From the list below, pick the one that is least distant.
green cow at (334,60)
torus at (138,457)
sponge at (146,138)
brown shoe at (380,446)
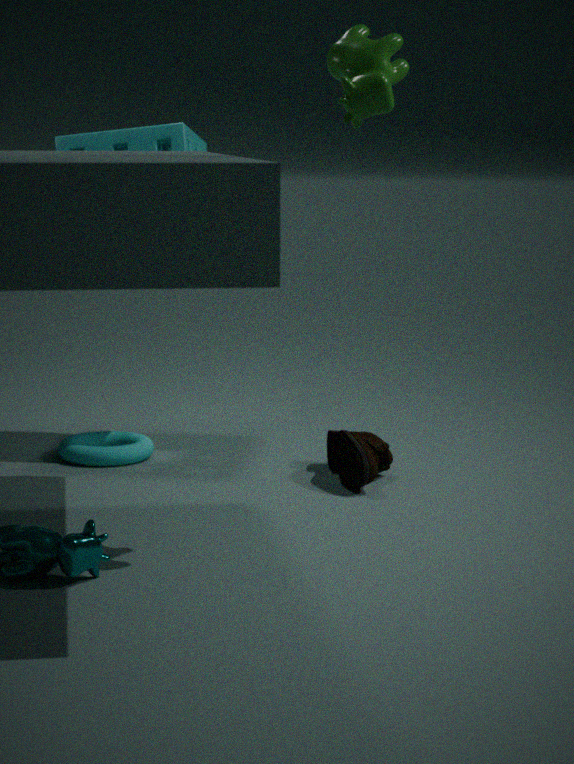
green cow at (334,60)
